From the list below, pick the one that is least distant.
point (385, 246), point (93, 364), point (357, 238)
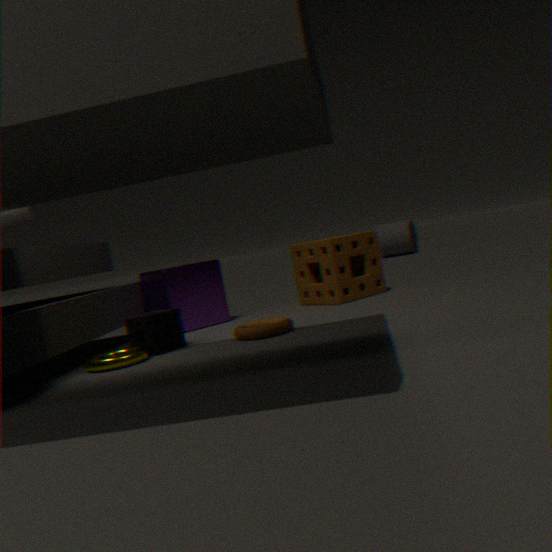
point (93, 364)
